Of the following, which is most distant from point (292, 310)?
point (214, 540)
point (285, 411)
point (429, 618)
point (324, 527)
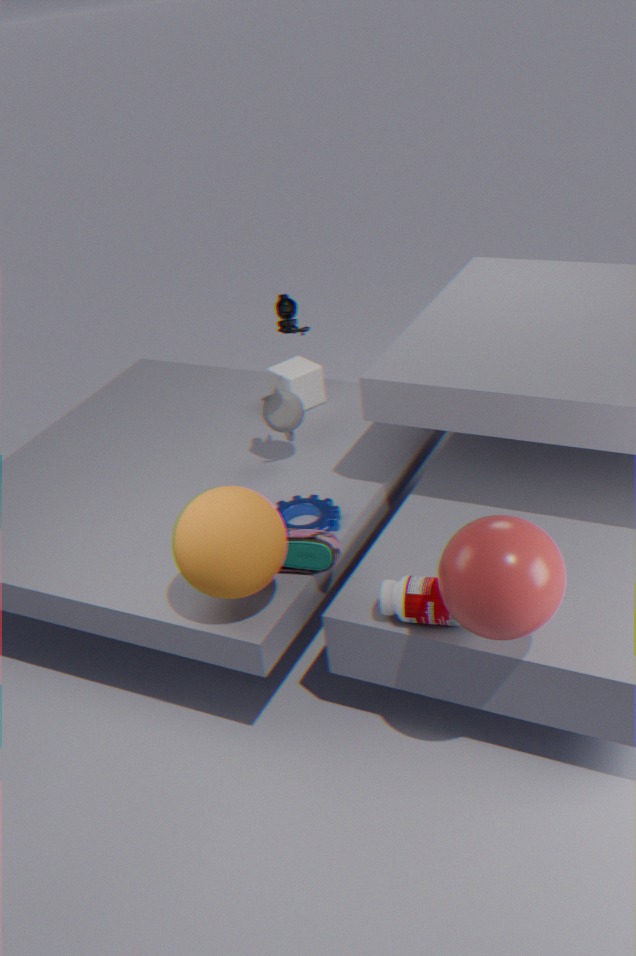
point (429, 618)
